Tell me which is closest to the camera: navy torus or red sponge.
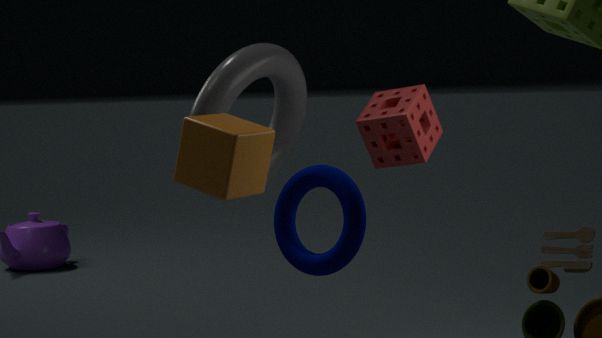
navy torus
